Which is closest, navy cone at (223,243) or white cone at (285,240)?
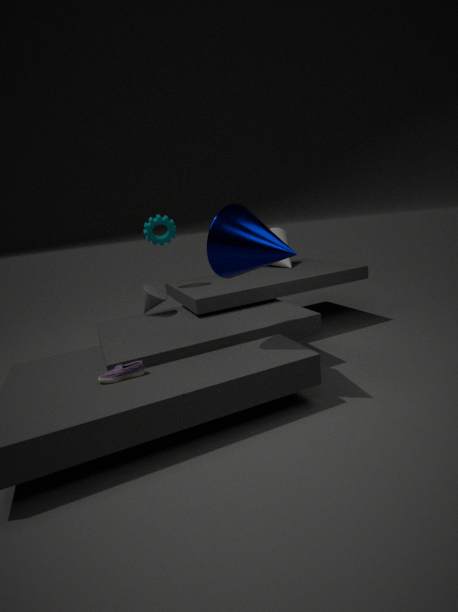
navy cone at (223,243)
